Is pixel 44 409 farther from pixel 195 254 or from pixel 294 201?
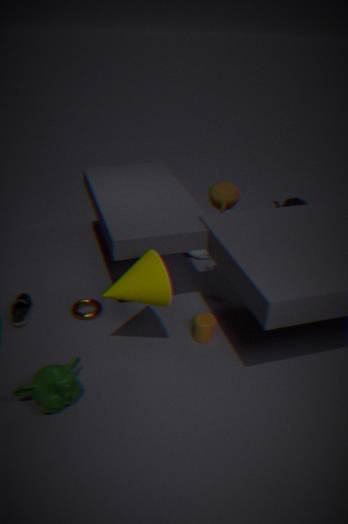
pixel 294 201
